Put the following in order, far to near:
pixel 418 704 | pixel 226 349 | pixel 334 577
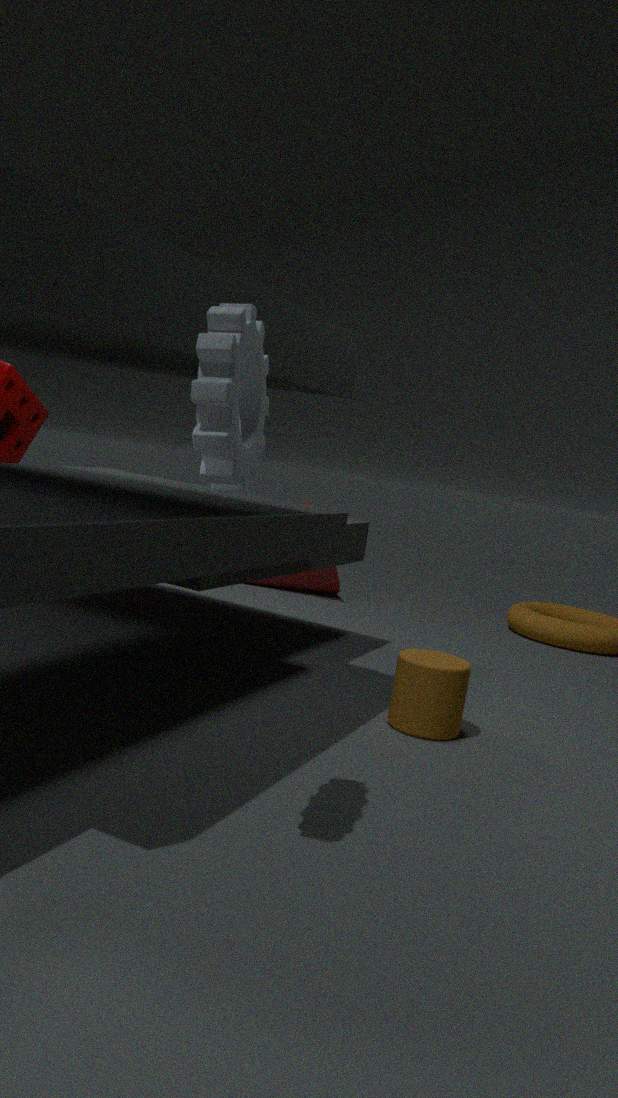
pixel 334 577 → pixel 418 704 → pixel 226 349
